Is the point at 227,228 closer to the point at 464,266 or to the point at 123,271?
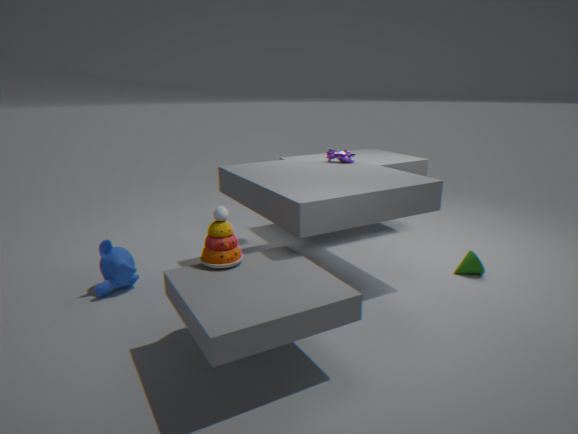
the point at 123,271
